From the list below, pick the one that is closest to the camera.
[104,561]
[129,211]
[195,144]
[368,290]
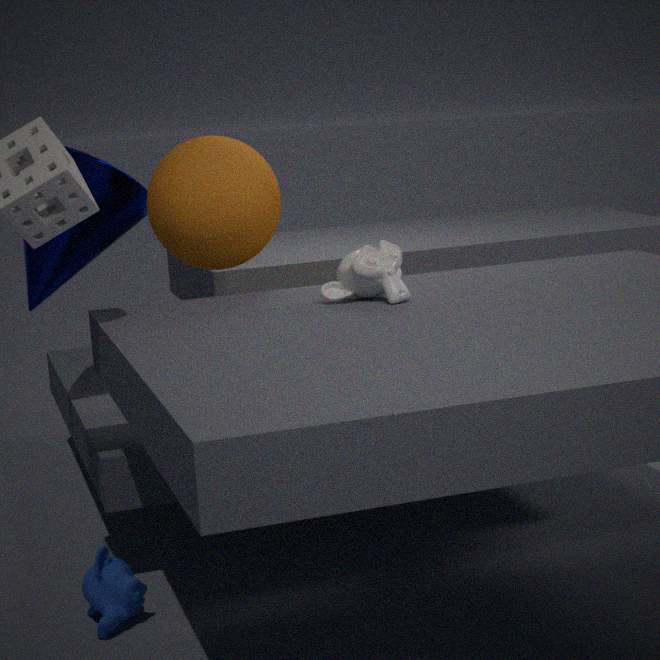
[104,561]
